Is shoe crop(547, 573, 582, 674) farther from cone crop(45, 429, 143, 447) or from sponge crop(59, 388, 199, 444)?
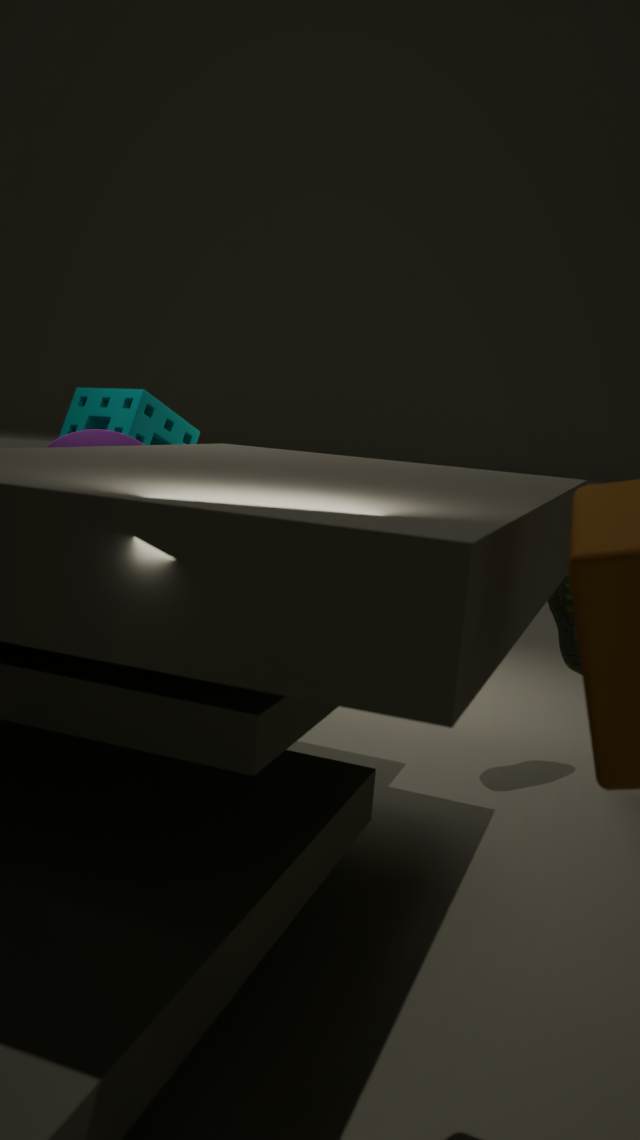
sponge crop(59, 388, 199, 444)
